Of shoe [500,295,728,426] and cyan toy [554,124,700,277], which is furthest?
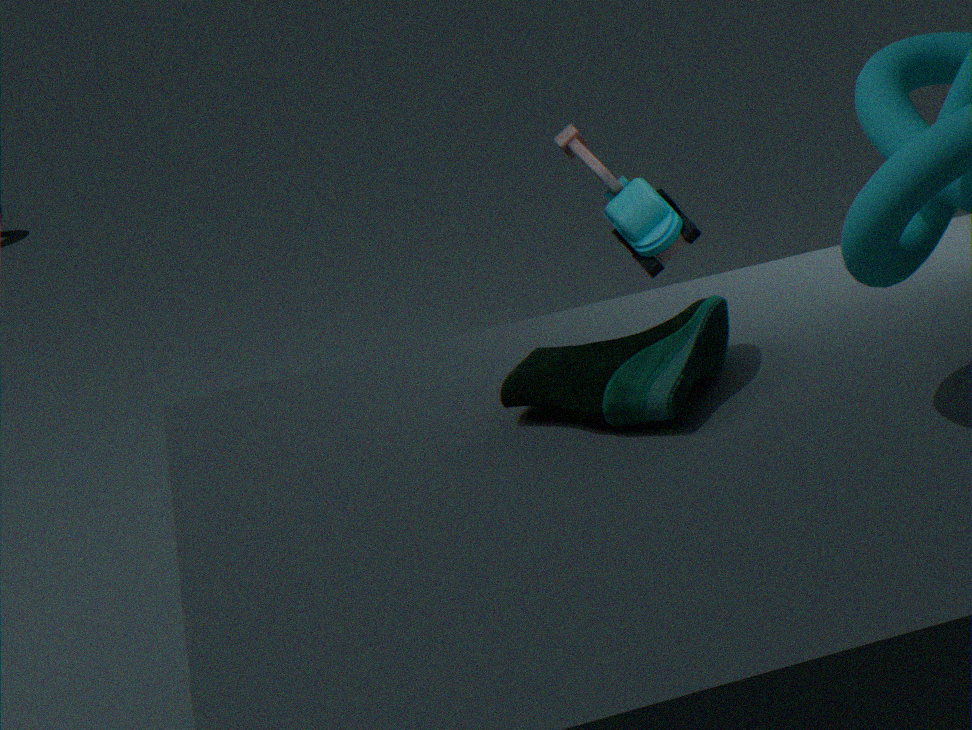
cyan toy [554,124,700,277]
